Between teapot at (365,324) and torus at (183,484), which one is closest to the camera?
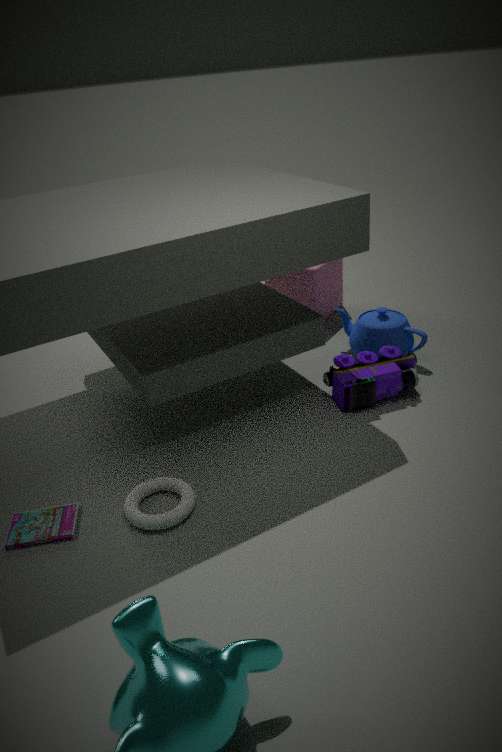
torus at (183,484)
